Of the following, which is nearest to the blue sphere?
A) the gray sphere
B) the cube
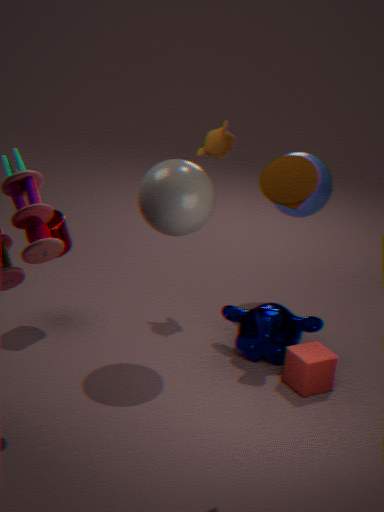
the gray sphere
